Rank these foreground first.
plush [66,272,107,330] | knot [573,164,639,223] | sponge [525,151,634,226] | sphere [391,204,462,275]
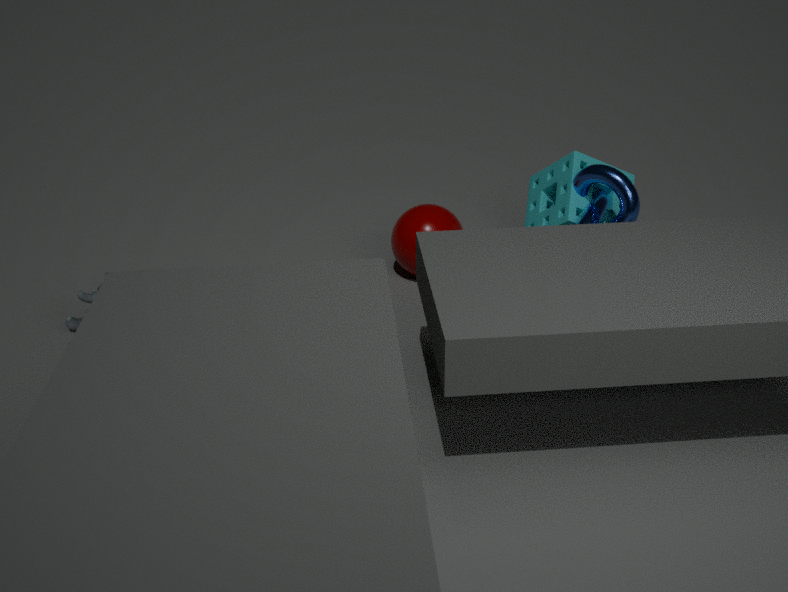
1. plush [66,272,107,330]
2. knot [573,164,639,223]
3. sponge [525,151,634,226]
4. sphere [391,204,462,275]
